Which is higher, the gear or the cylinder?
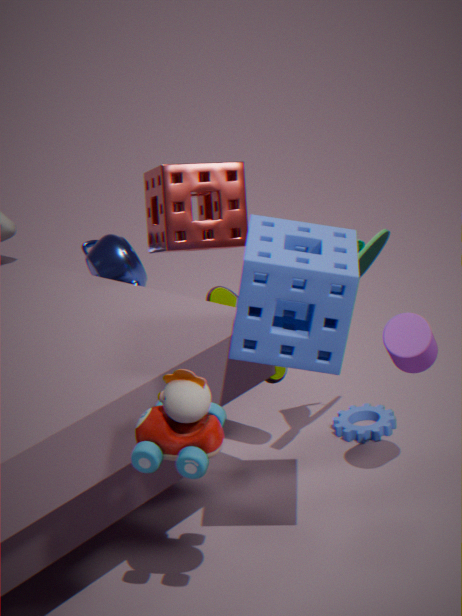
the cylinder
